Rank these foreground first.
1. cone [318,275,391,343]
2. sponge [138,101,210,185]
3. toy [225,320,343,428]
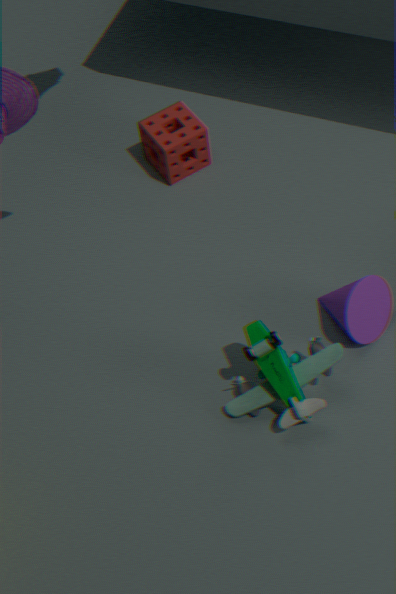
toy [225,320,343,428] → cone [318,275,391,343] → sponge [138,101,210,185]
